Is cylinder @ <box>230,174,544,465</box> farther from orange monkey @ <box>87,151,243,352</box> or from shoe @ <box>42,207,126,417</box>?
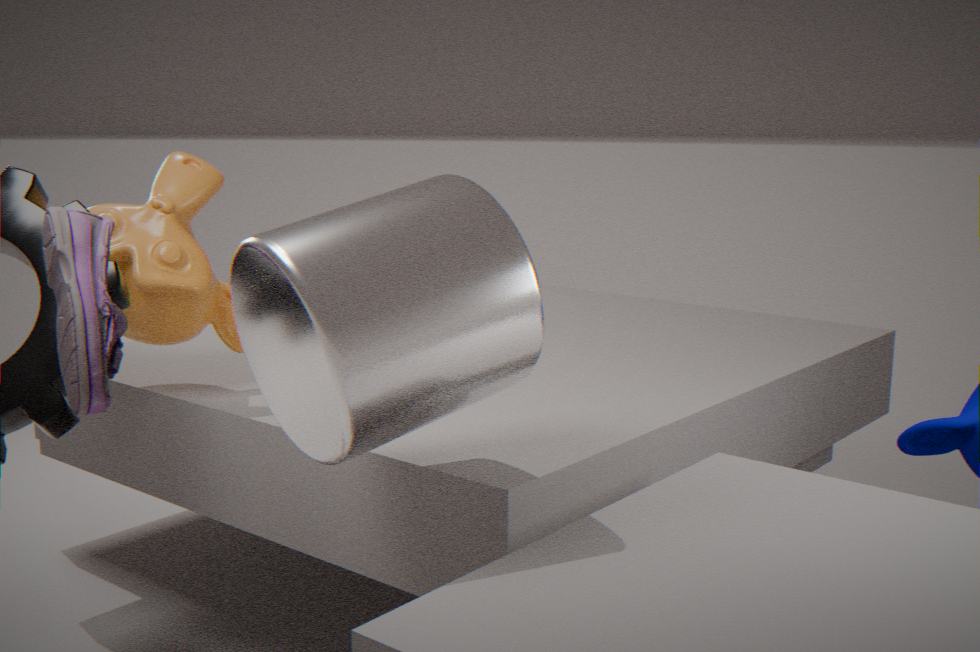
orange monkey @ <box>87,151,243,352</box>
